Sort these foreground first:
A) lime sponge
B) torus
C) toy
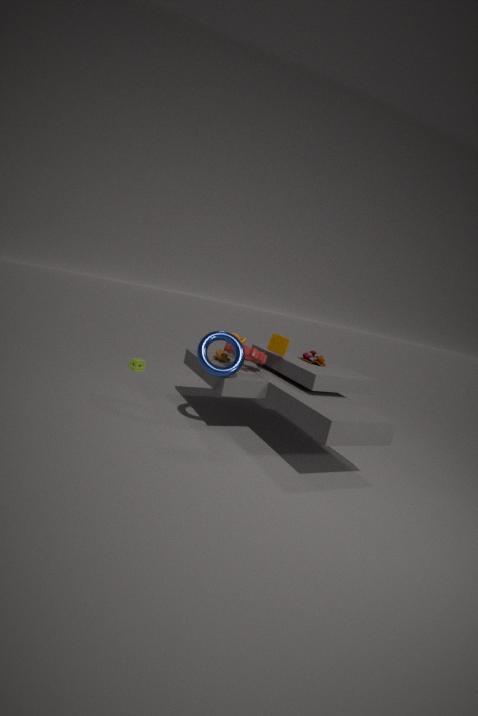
torus, toy, lime sponge
